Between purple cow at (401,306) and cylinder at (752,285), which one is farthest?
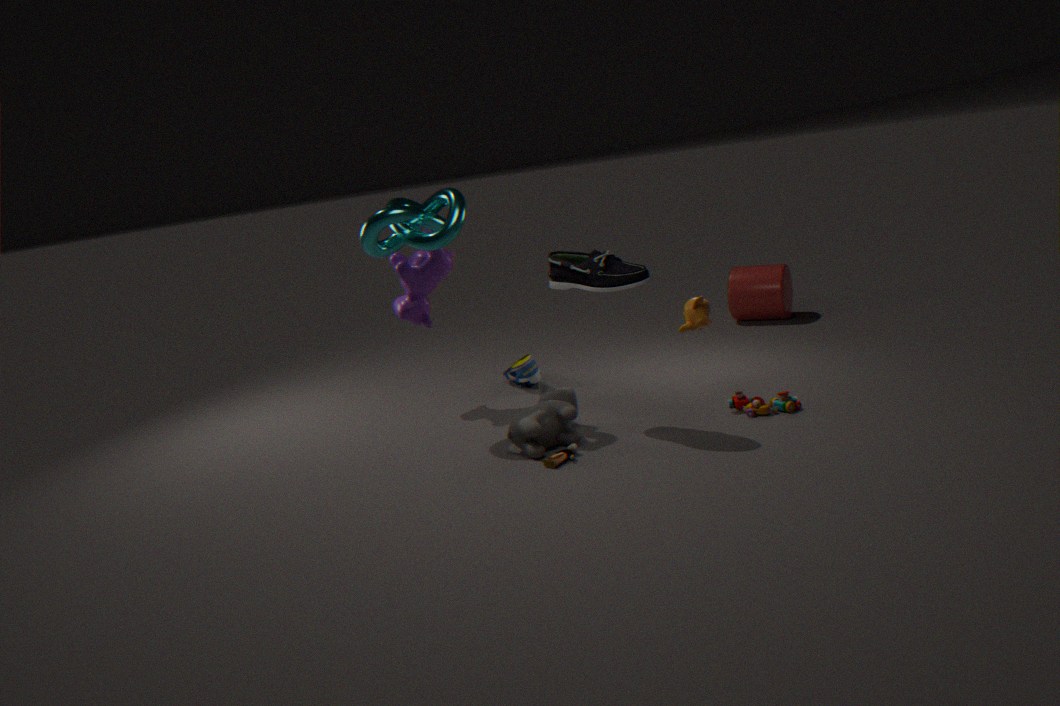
cylinder at (752,285)
